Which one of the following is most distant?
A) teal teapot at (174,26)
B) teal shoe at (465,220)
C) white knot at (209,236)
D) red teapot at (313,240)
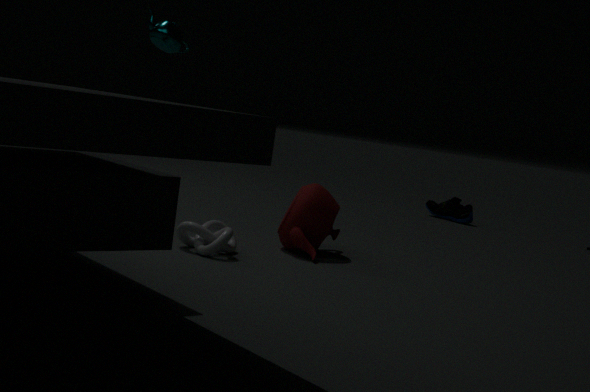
teal shoe at (465,220)
